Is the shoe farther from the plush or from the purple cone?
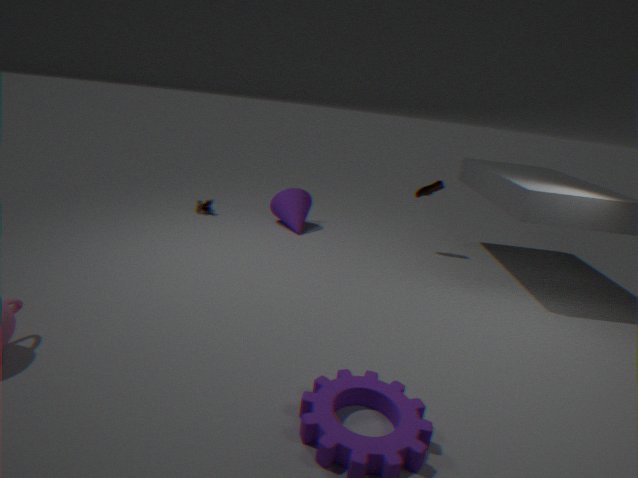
the plush
